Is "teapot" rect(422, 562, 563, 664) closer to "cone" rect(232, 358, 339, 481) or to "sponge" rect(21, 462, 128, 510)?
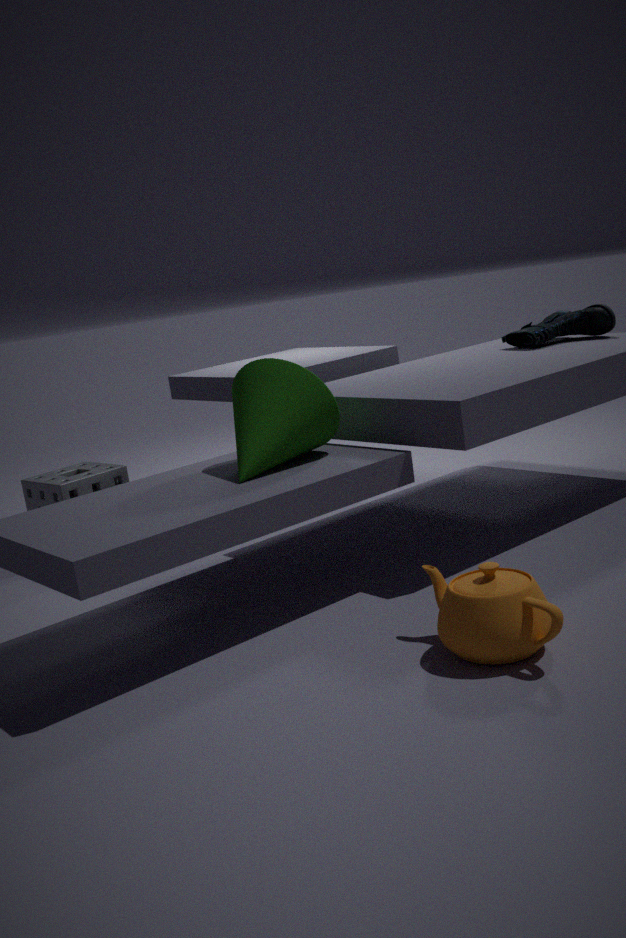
"cone" rect(232, 358, 339, 481)
